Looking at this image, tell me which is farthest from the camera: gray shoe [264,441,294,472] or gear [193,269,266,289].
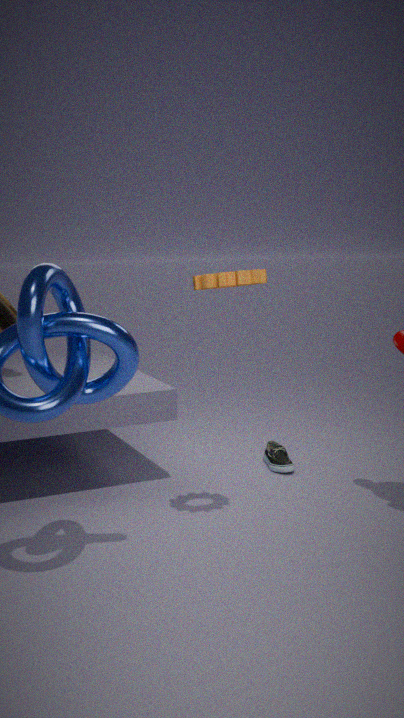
gray shoe [264,441,294,472]
